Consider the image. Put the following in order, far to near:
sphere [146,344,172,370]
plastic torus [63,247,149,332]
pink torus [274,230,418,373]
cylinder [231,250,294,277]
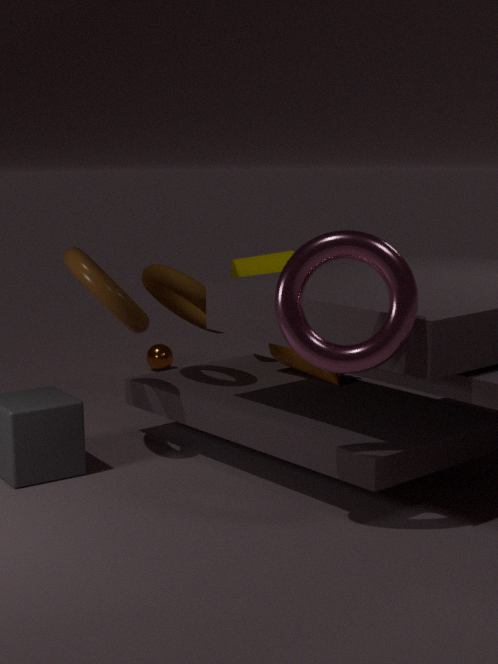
sphere [146,344,172,370], cylinder [231,250,294,277], plastic torus [63,247,149,332], pink torus [274,230,418,373]
